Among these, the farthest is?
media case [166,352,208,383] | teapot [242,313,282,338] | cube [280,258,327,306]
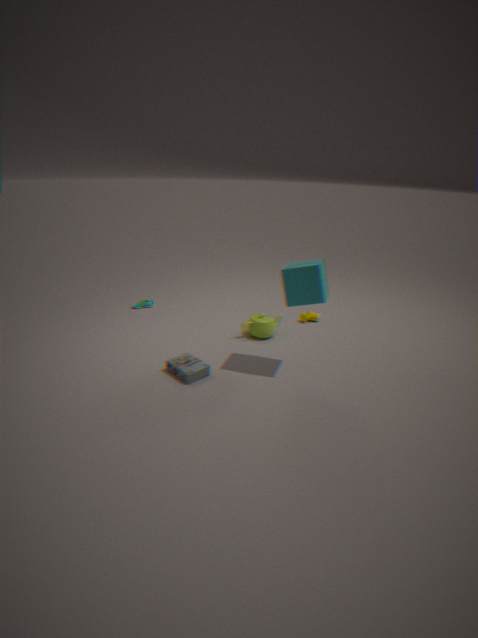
teapot [242,313,282,338]
